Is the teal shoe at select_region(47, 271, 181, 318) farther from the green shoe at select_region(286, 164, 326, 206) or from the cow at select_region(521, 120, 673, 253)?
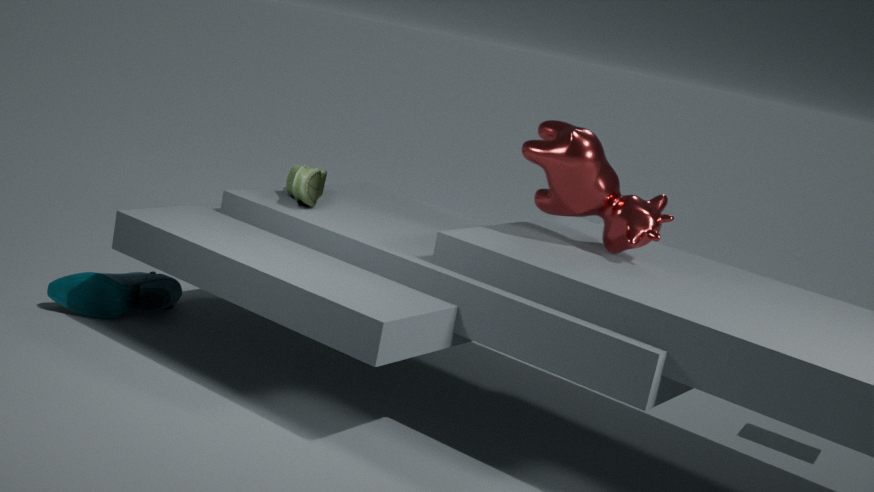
the cow at select_region(521, 120, 673, 253)
